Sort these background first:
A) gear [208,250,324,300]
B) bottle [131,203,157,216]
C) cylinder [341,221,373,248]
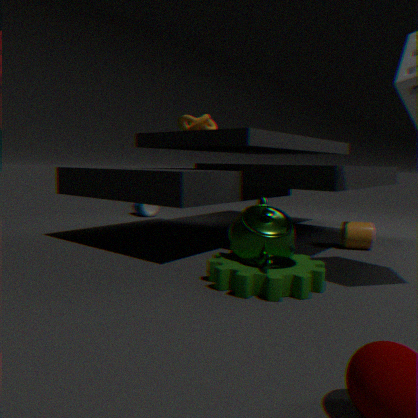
bottle [131,203,157,216]
cylinder [341,221,373,248]
gear [208,250,324,300]
